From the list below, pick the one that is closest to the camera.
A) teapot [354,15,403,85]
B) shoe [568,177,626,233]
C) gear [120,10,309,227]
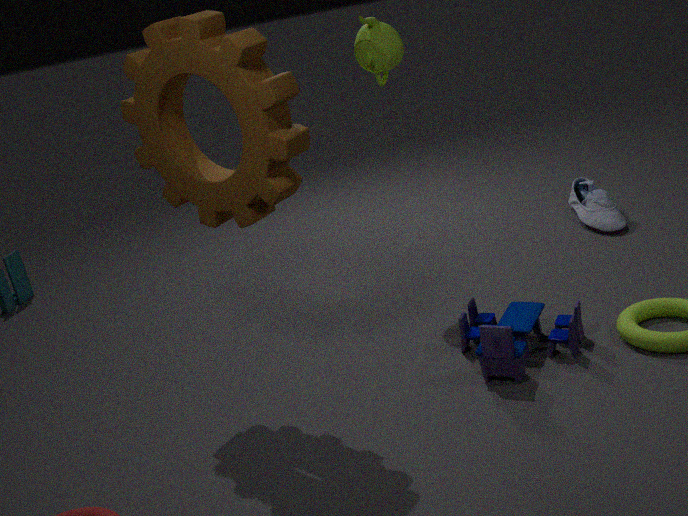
gear [120,10,309,227]
